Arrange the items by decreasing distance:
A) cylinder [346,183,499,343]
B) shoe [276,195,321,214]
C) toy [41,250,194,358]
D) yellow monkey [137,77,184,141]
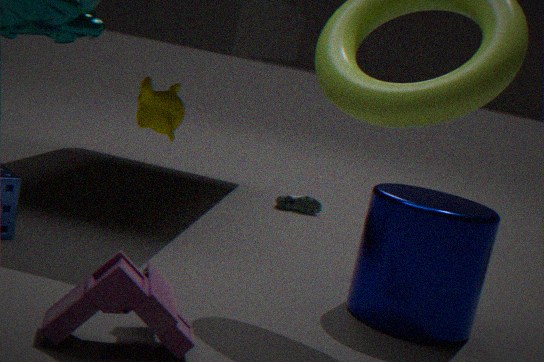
shoe [276,195,321,214] → yellow monkey [137,77,184,141] → cylinder [346,183,499,343] → toy [41,250,194,358]
